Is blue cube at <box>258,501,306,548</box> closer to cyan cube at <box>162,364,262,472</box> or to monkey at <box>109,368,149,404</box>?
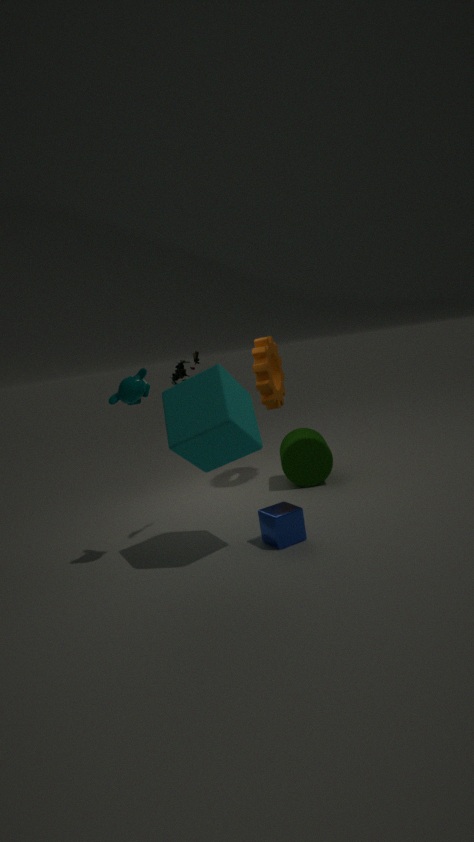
cyan cube at <box>162,364,262,472</box>
